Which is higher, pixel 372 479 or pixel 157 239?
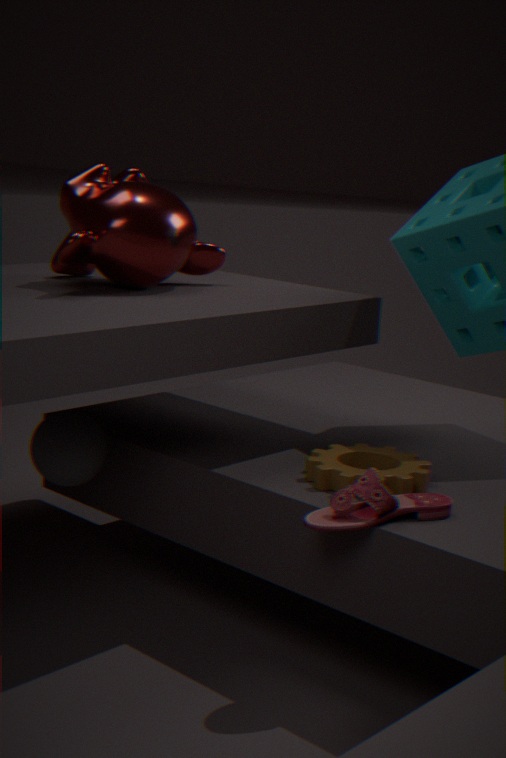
pixel 157 239
